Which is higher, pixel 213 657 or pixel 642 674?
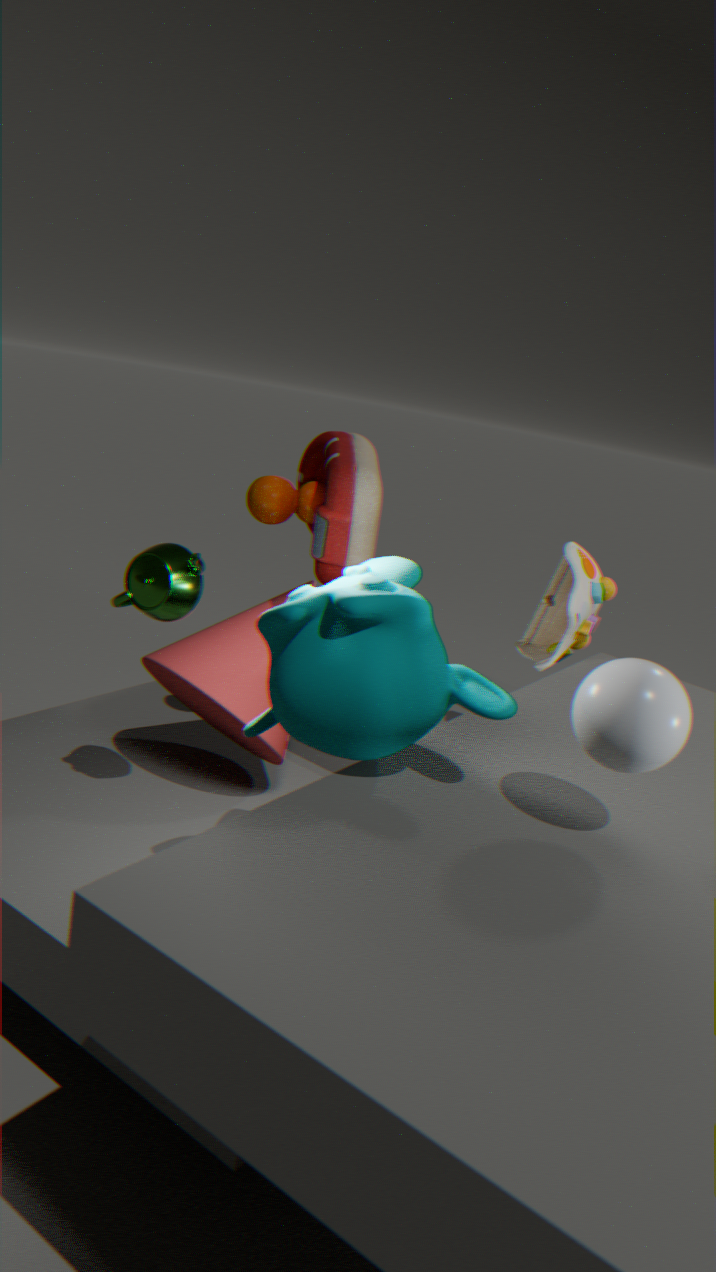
pixel 642 674
